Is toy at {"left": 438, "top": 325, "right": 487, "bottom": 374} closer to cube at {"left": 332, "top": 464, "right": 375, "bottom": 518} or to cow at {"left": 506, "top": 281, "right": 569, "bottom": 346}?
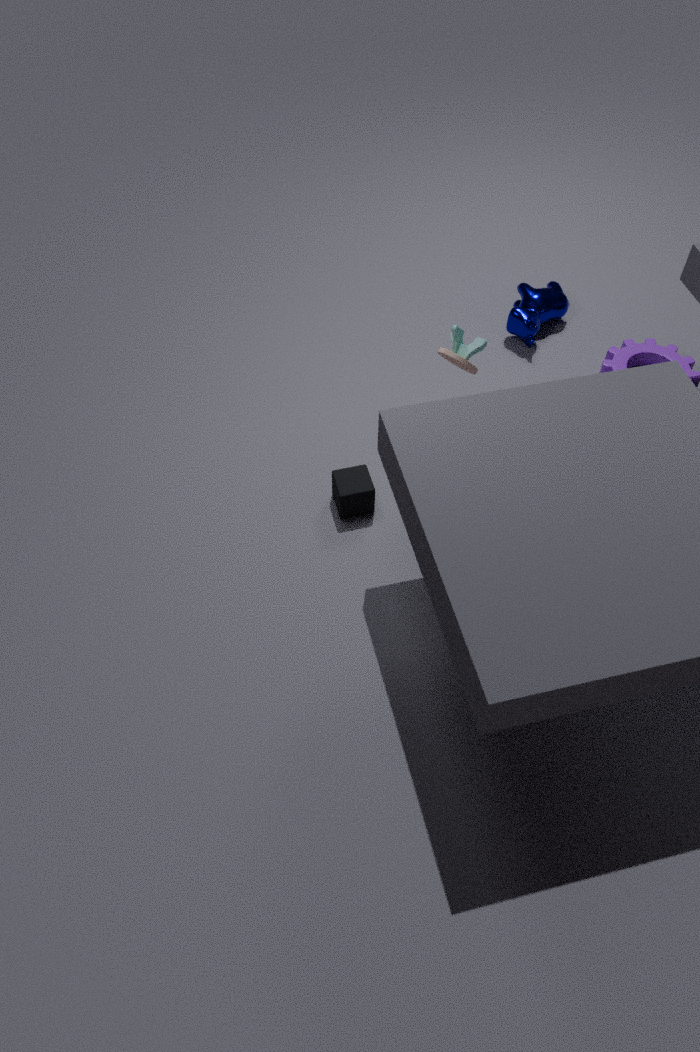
cube at {"left": 332, "top": 464, "right": 375, "bottom": 518}
